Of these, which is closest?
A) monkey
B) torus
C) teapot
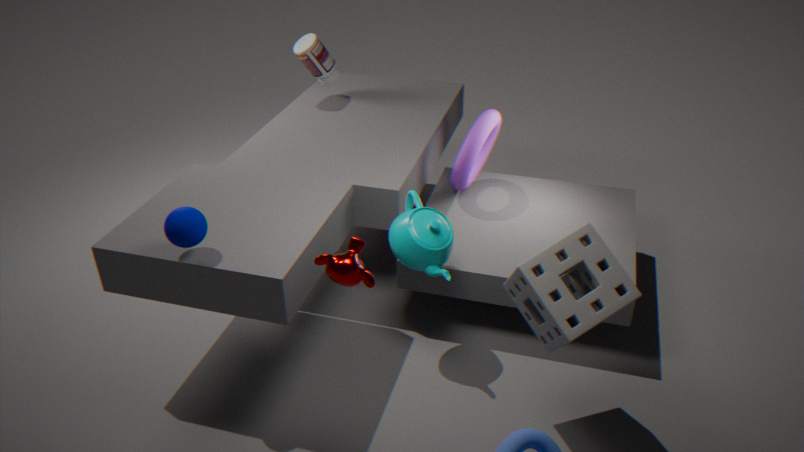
monkey
